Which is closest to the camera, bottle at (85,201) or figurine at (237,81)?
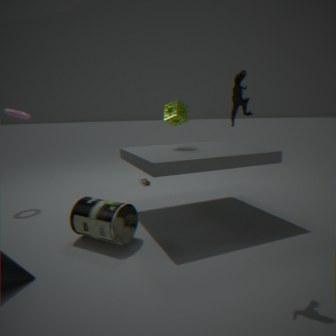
figurine at (237,81)
